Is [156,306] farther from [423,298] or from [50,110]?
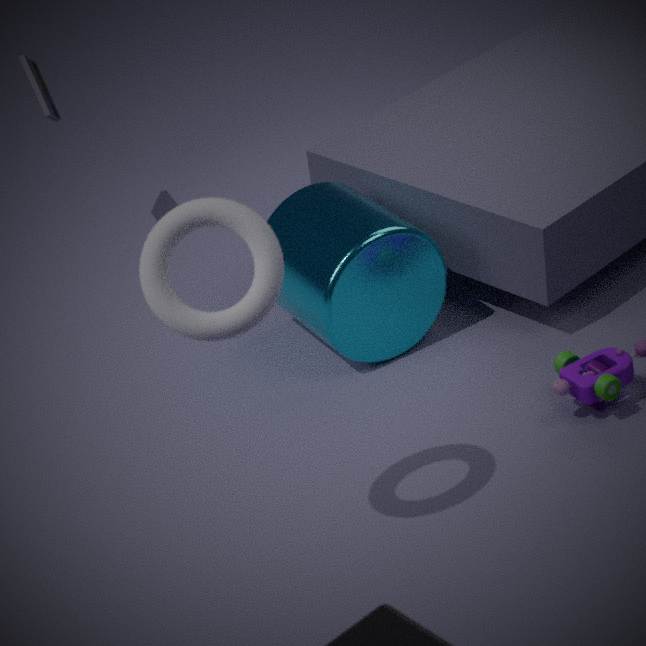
[50,110]
